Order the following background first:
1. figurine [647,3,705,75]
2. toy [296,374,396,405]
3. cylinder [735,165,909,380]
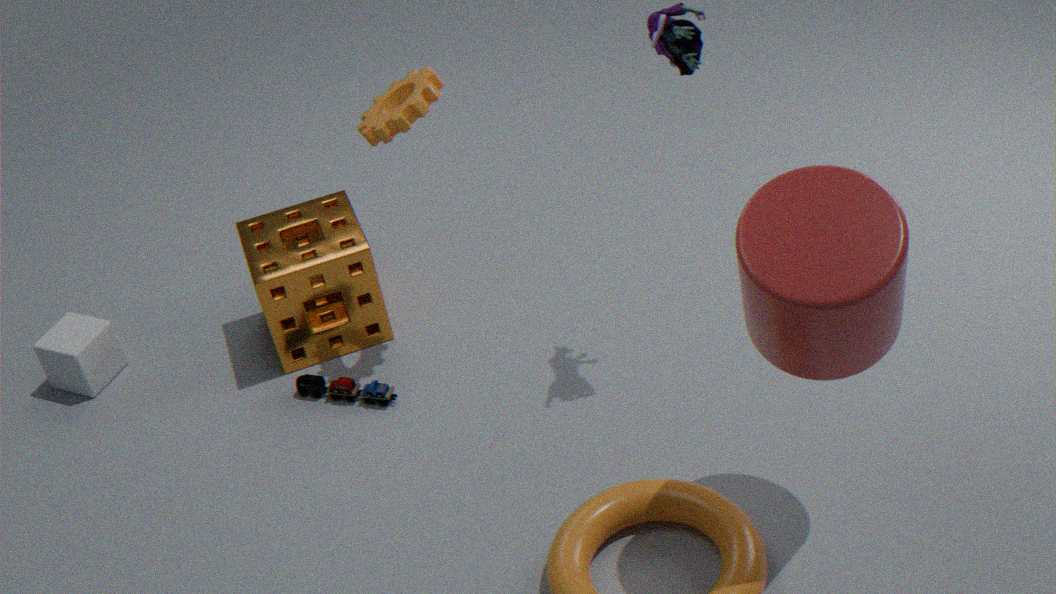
toy [296,374,396,405], figurine [647,3,705,75], cylinder [735,165,909,380]
